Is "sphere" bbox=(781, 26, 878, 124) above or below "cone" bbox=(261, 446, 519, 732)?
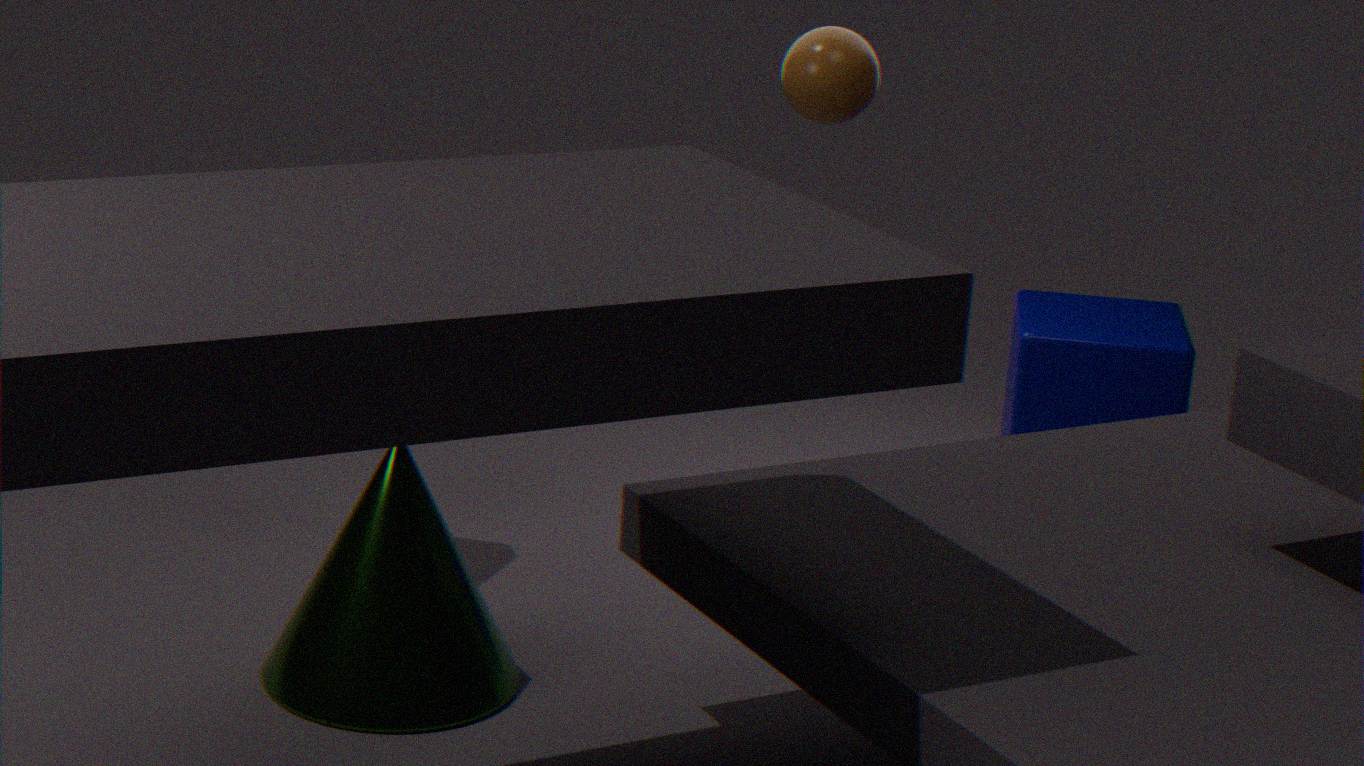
above
